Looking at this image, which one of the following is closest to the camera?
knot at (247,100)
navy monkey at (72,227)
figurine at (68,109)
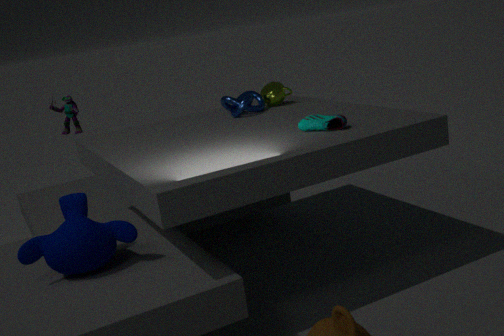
navy monkey at (72,227)
